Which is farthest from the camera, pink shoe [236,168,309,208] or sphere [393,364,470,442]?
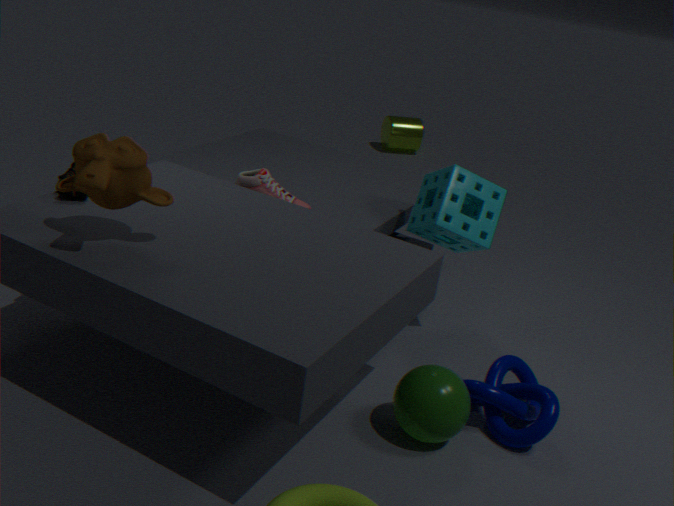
pink shoe [236,168,309,208]
